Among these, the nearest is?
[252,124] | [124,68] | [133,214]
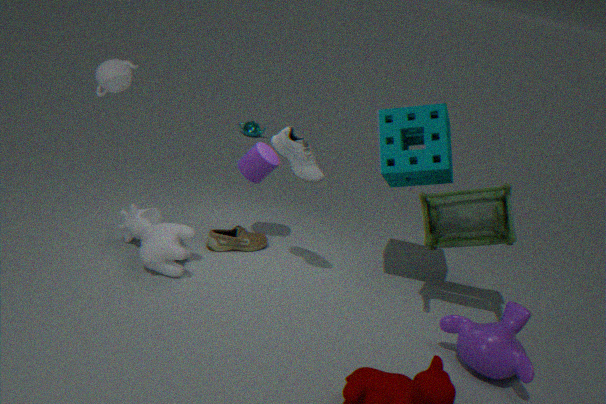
[124,68]
